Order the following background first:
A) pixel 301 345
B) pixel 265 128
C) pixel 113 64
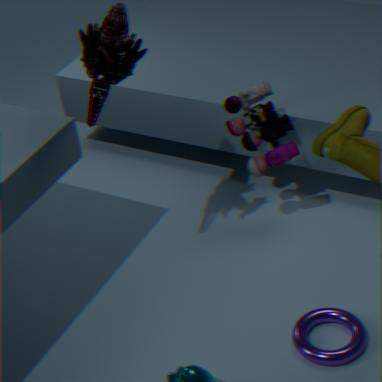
pixel 265 128
pixel 301 345
pixel 113 64
